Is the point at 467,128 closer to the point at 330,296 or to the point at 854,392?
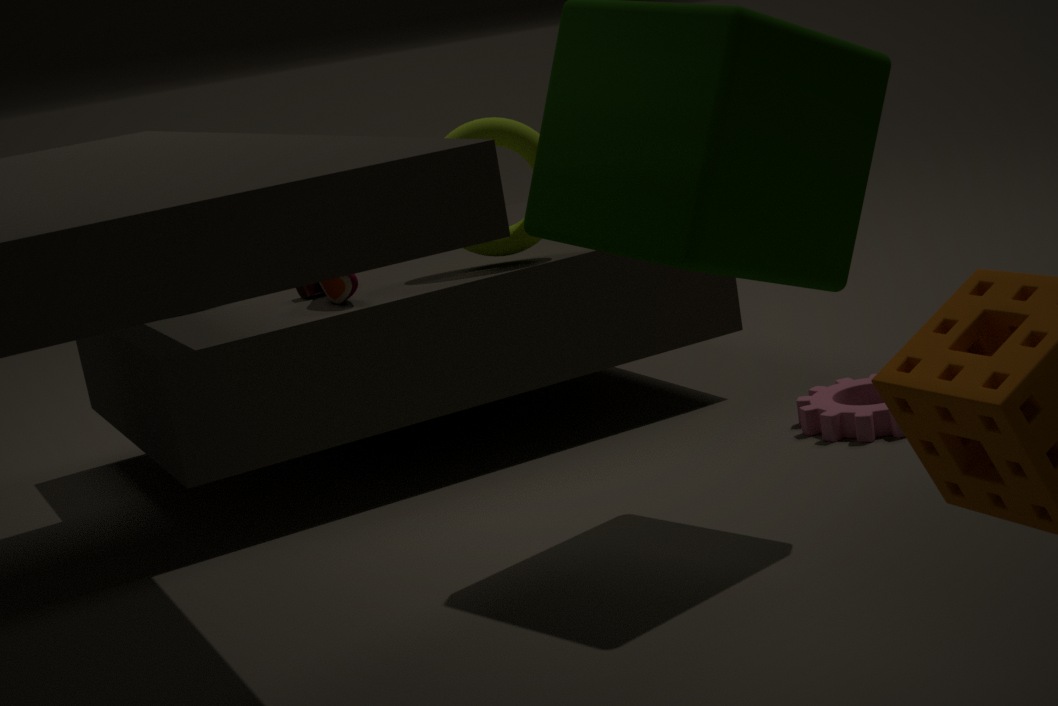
the point at 330,296
